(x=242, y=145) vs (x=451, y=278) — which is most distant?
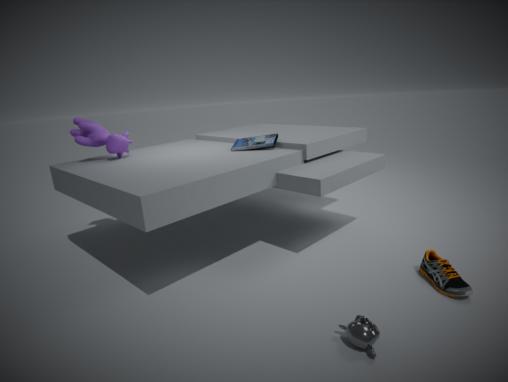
(x=242, y=145)
